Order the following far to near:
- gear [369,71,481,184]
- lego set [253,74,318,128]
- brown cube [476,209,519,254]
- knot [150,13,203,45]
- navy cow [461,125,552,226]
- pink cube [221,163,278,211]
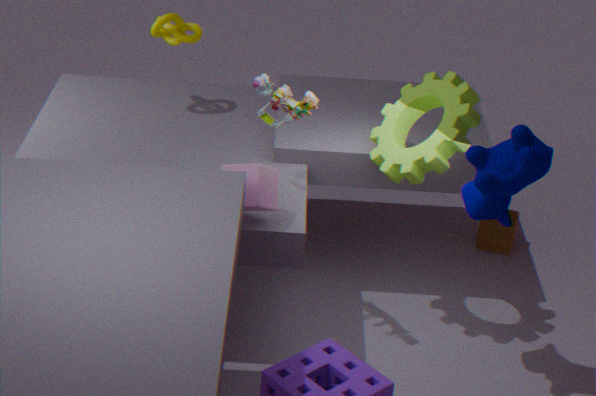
brown cube [476,209,519,254], knot [150,13,203,45], gear [369,71,481,184], lego set [253,74,318,128], pink cube [221,163,278,211], navy cow [461,125,552,226]
